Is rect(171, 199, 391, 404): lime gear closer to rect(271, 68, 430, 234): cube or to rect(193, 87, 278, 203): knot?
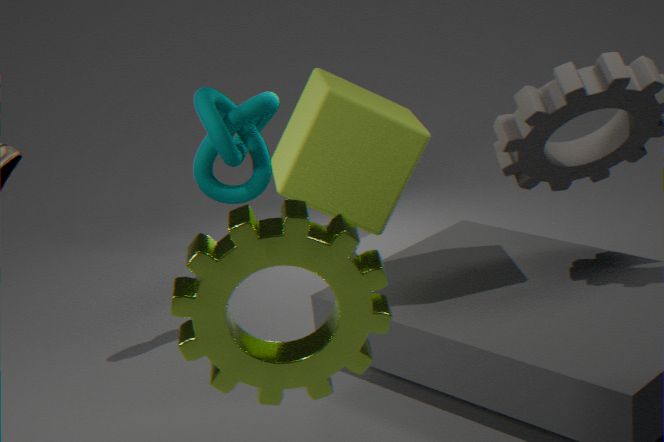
rect(271, 68, 430, 234): cube
